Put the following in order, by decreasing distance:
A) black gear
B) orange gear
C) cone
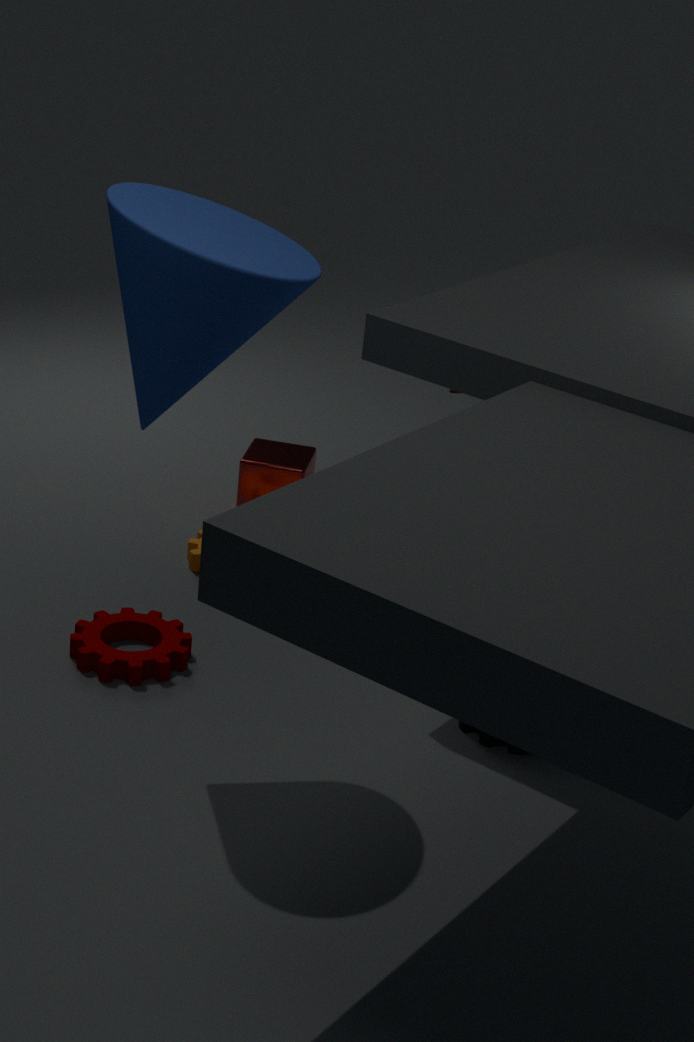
1. orange gear
2. black gear
3. cone
